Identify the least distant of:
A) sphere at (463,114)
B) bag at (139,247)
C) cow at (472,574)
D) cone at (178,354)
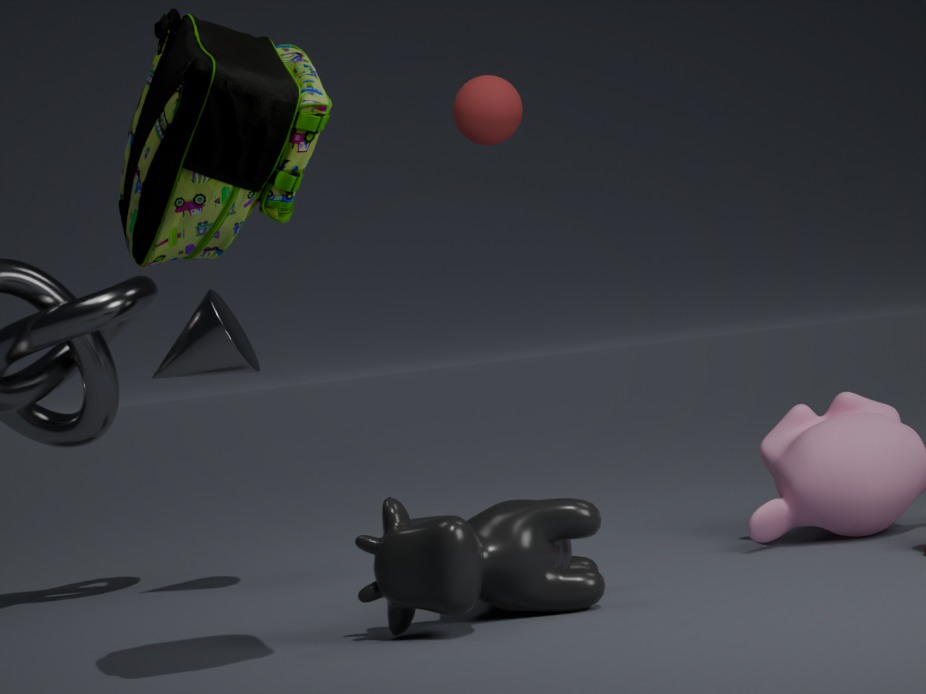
bag at (139,247)
